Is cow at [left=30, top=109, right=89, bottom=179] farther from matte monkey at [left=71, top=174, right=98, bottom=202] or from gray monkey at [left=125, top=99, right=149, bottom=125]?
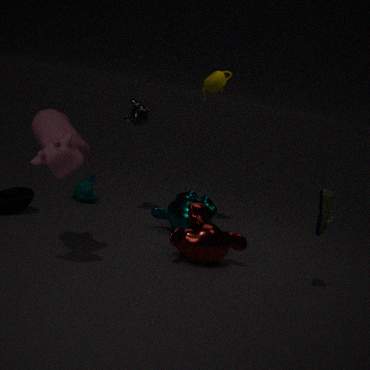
matte monkey at [left=71, top=174, right=98, bottom=202]
